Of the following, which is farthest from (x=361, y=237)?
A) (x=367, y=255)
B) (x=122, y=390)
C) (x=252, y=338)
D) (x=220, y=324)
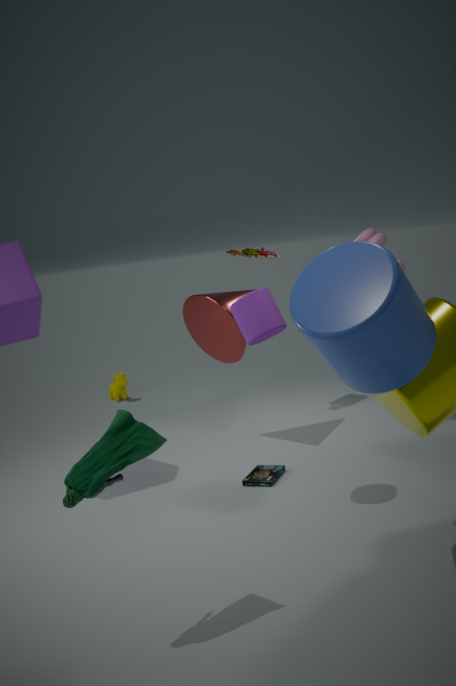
(x=122, y=390)
